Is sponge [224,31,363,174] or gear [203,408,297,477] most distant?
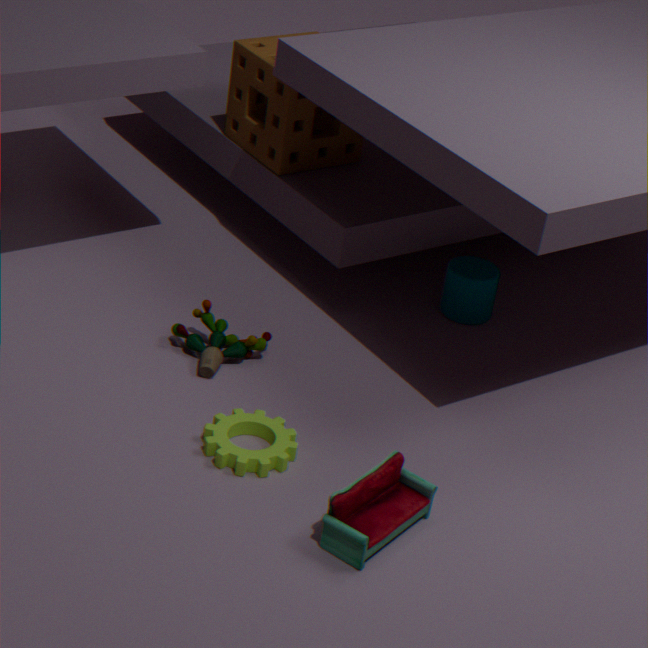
sponge [224,31,363,174]
